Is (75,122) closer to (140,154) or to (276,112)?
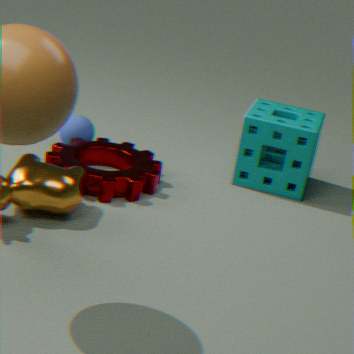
(140,154)
